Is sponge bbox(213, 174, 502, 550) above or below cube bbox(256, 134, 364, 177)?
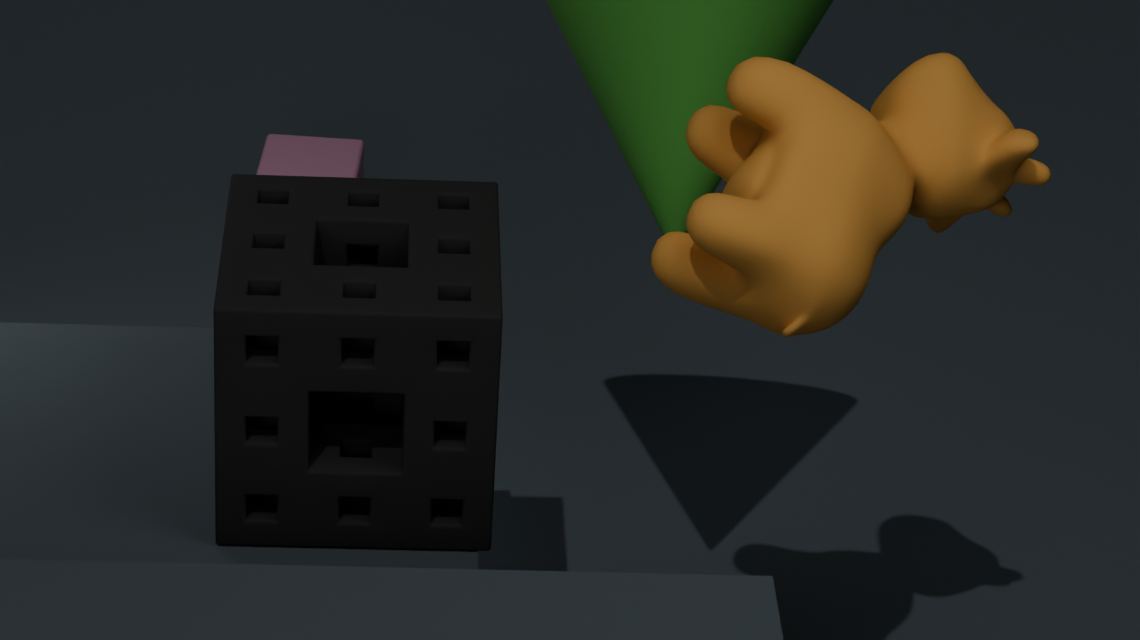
above
